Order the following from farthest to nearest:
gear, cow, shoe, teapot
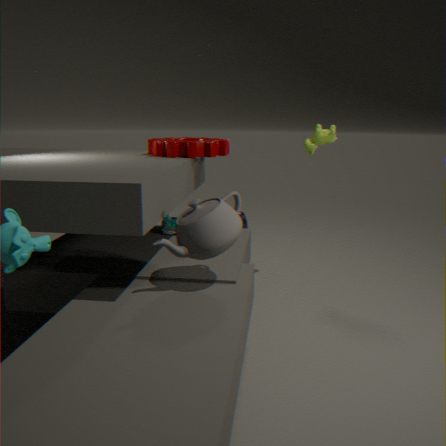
1. cow
2. shoe
3. gear
4. teapot
